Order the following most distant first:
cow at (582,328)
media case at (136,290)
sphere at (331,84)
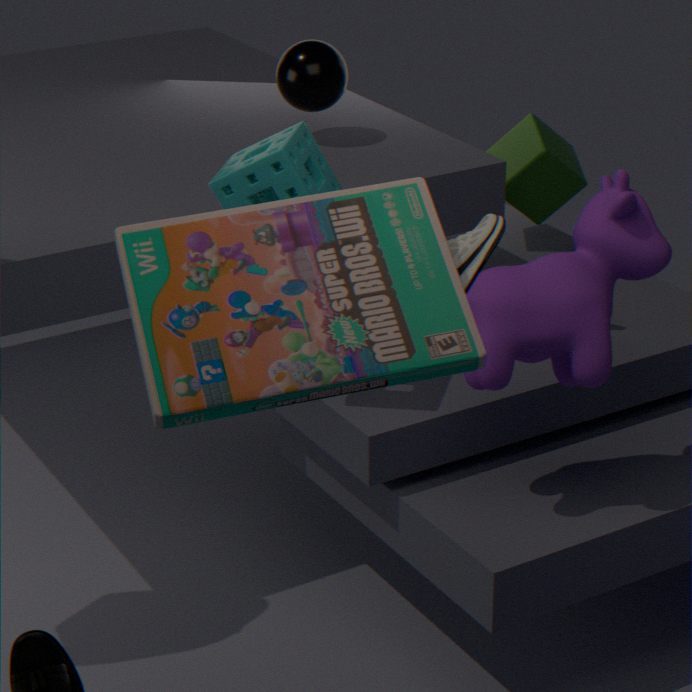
sphere at (331,84) < cow at (582,328) < media case at (136,290)
